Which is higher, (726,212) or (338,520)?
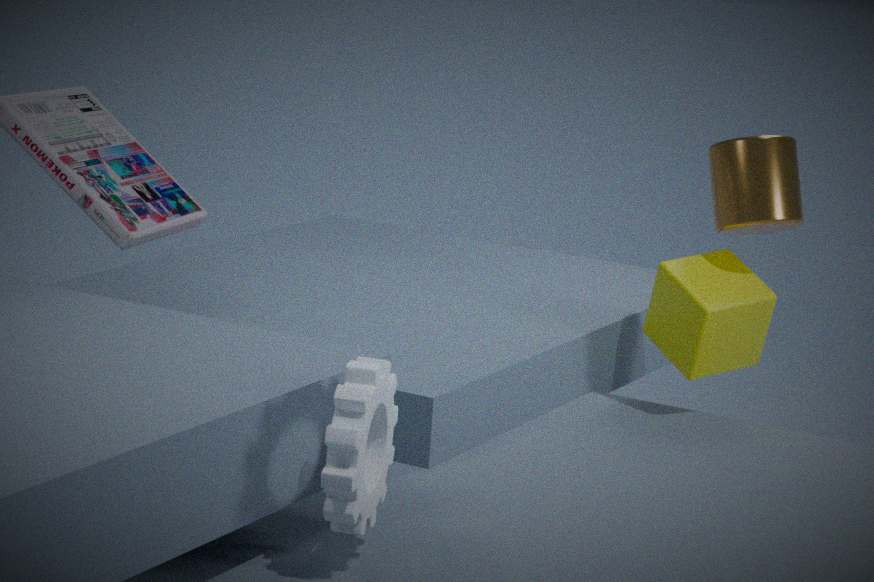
(726,212)
